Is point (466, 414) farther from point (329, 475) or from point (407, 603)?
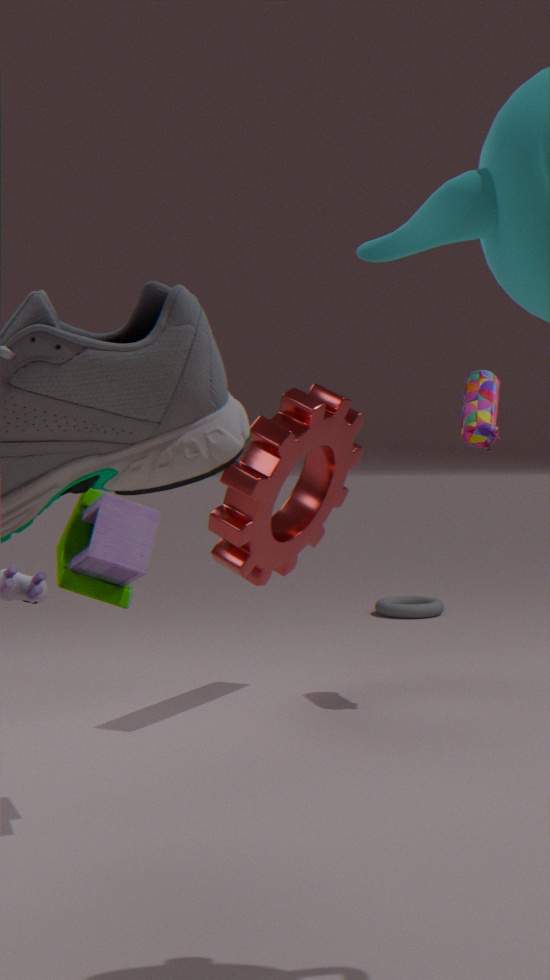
point (407, 603)
